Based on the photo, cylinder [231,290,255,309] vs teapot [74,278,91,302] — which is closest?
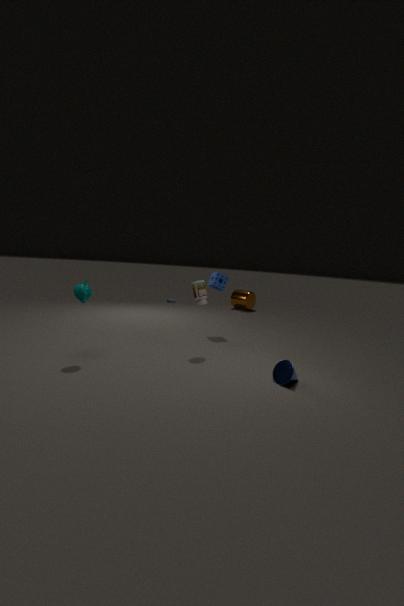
teapot [74,278,91,302]
